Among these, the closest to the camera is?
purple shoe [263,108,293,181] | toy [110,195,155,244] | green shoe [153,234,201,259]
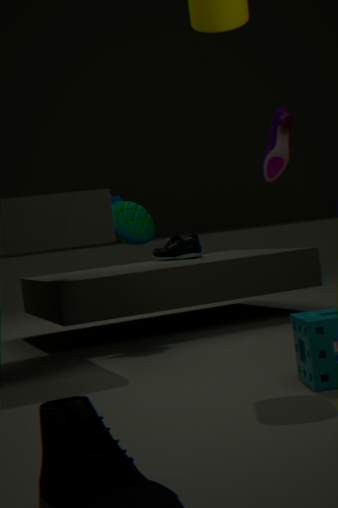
purple shoe [263,108,293,181]
